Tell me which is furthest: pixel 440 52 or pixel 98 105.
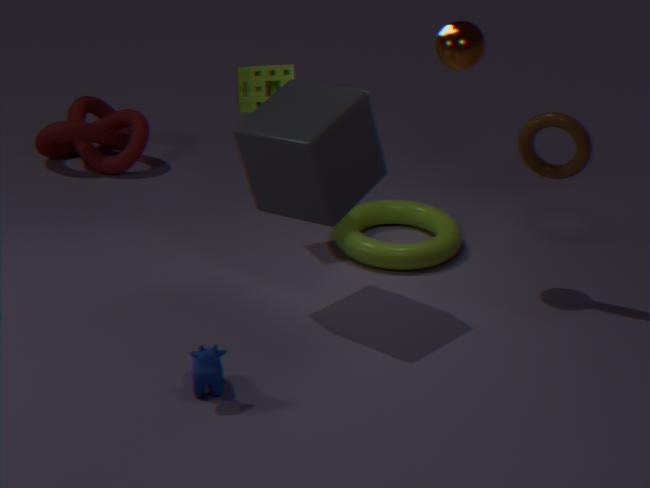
pixel 98 105
